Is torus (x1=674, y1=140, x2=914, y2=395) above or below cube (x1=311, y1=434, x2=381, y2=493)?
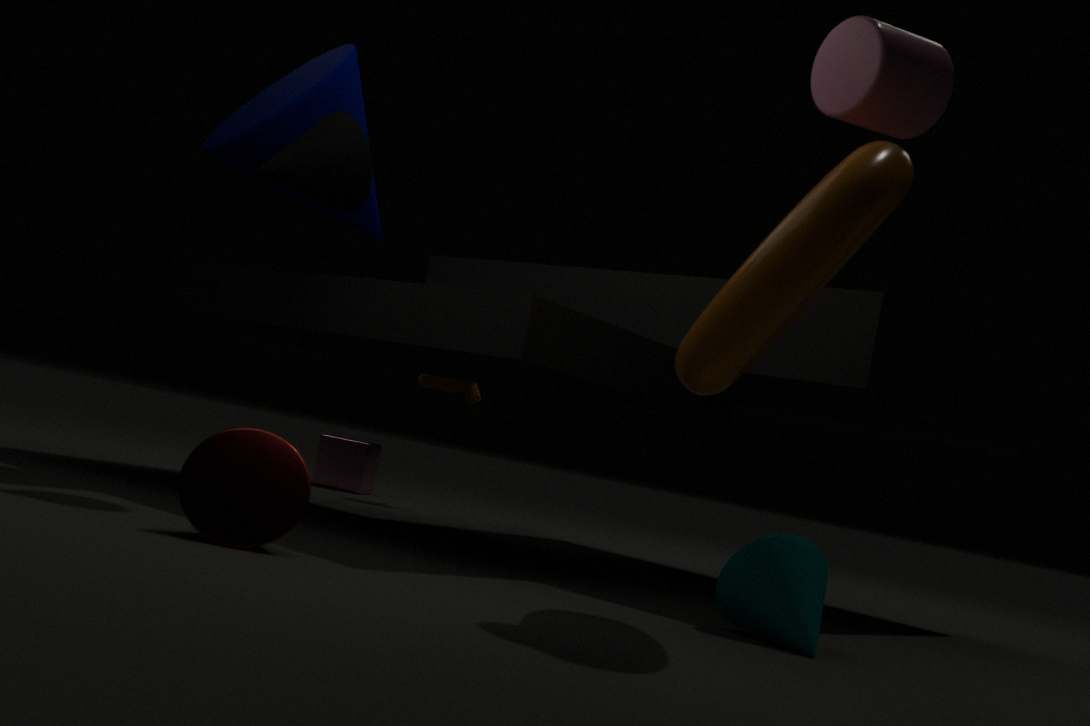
above
